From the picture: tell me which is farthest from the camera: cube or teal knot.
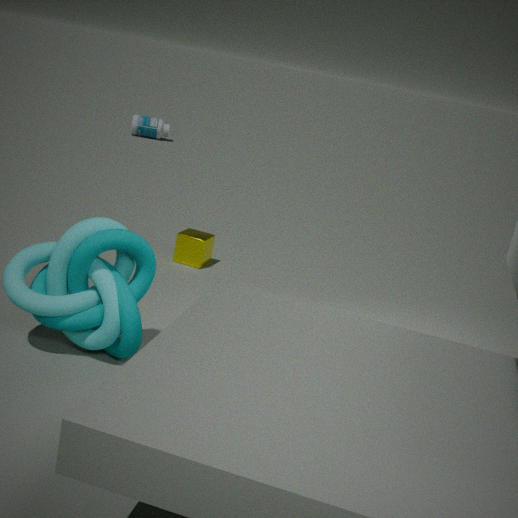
cube
